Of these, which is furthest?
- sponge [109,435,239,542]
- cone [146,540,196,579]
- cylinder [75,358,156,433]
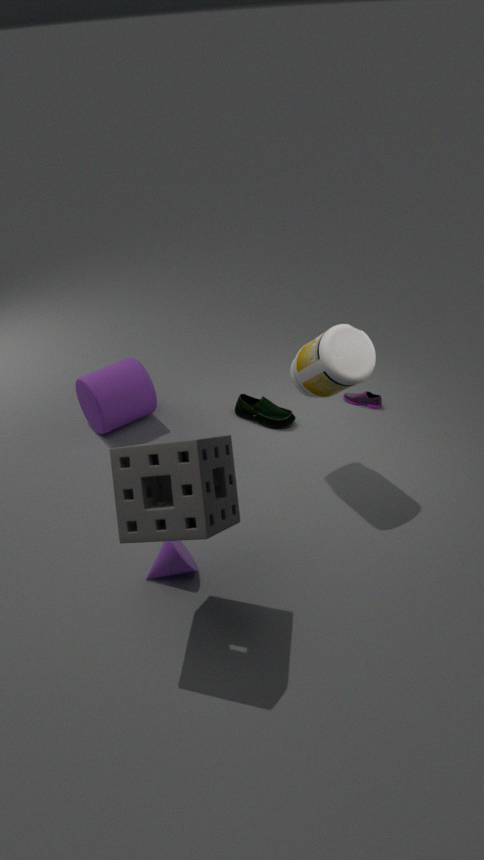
cylinder [75,358,156,433]
